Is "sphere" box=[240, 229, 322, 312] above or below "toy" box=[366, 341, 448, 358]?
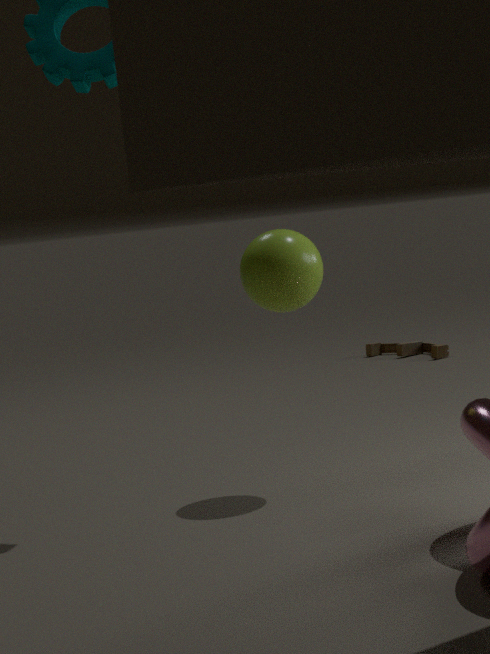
above
